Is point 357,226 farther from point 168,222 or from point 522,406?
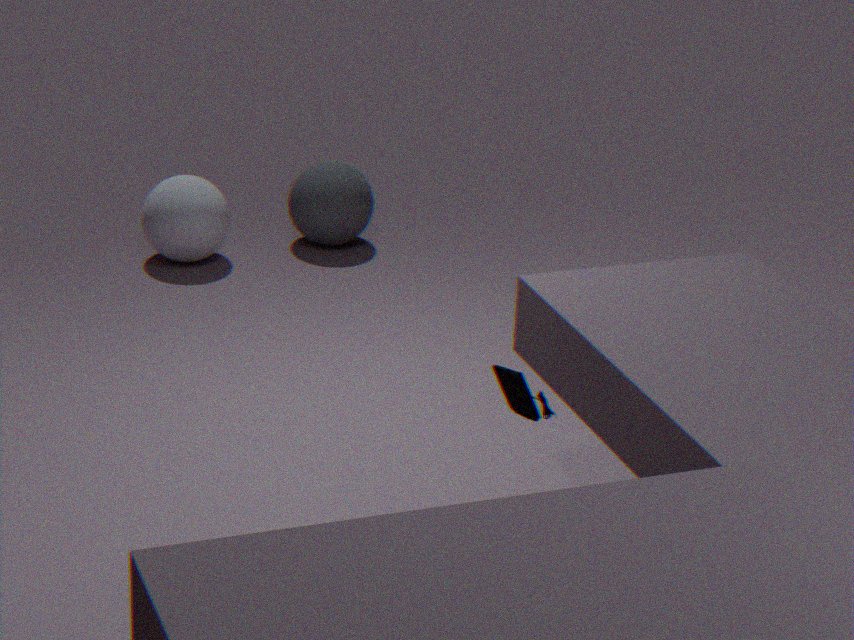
point 522,406
